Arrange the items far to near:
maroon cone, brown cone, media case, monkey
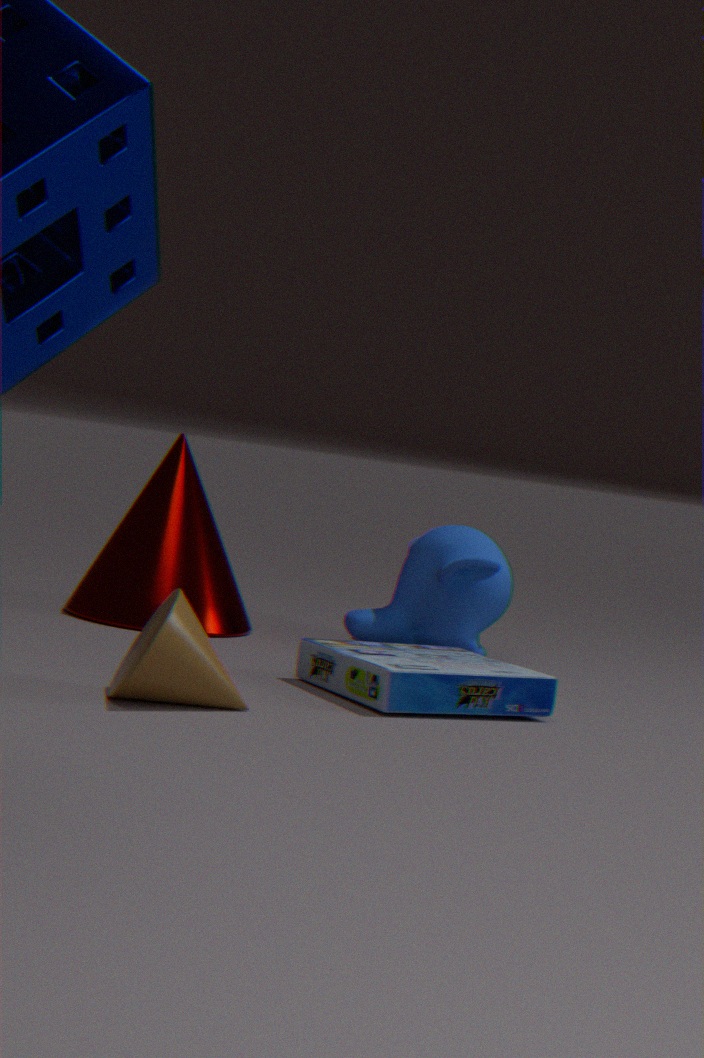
1. monkey
2. maroon cone
3. media case
4. brown cone
